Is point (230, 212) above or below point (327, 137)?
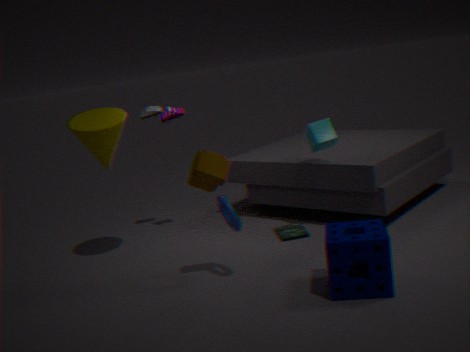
below
